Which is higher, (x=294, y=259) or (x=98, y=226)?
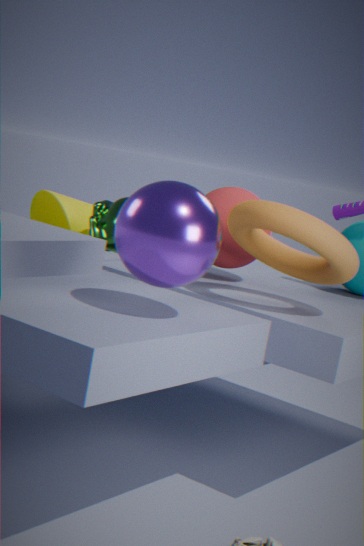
(x=294, y=259)
